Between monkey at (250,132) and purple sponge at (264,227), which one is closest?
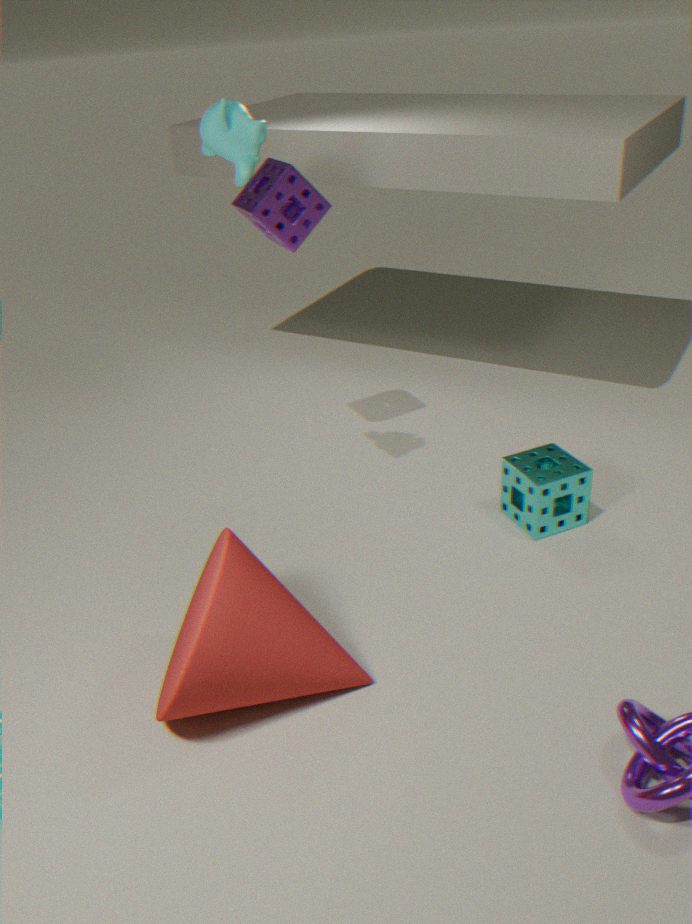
monkey at (250,132)
